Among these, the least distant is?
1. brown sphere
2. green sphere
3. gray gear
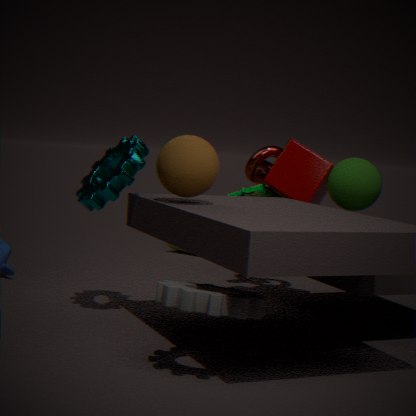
gray gear
